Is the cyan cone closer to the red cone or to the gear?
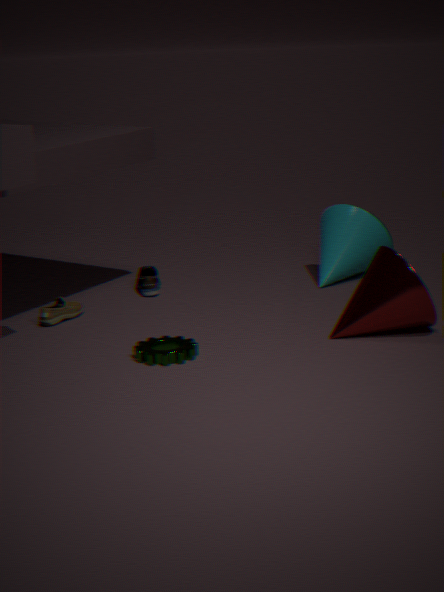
the red cone
